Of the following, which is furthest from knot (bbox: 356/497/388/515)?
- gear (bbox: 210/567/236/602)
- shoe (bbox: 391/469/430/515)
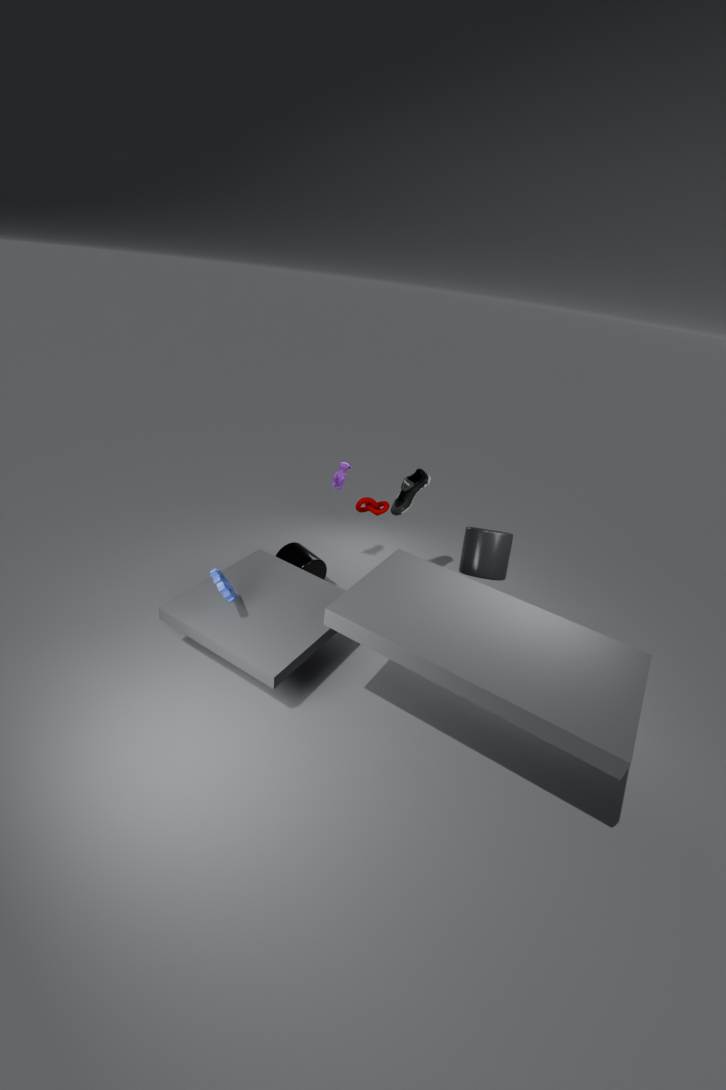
gear (bbox: 210/567/236/602)
